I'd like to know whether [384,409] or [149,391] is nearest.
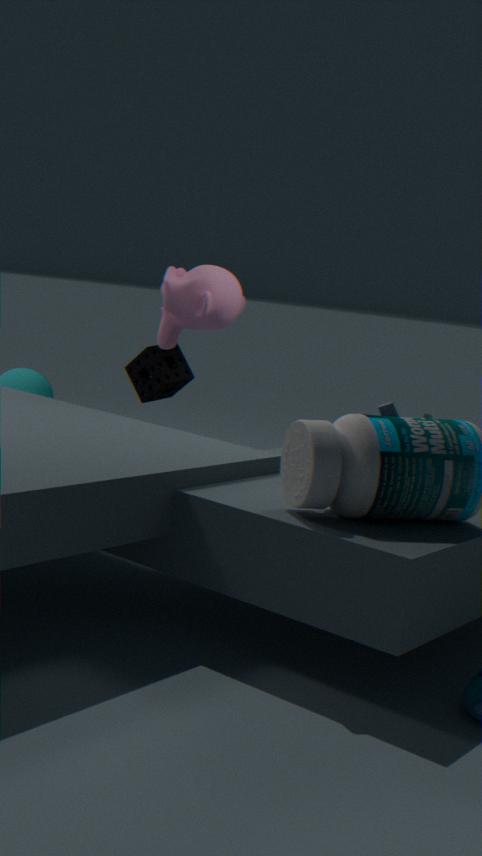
[384,409]
